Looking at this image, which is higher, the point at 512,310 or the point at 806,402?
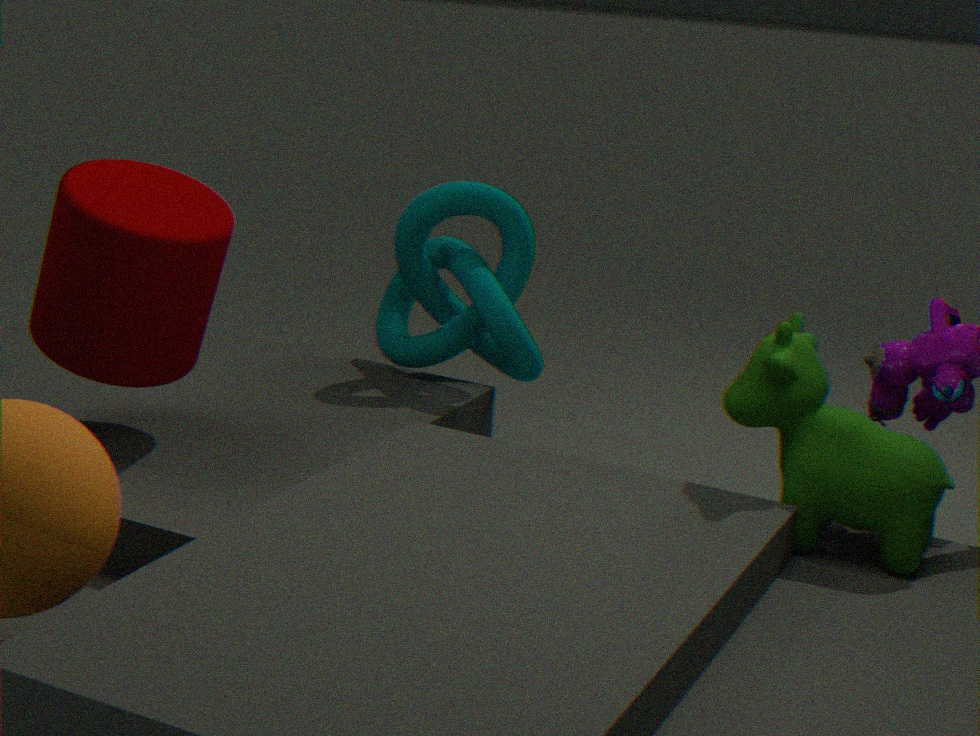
the point at 512,310
